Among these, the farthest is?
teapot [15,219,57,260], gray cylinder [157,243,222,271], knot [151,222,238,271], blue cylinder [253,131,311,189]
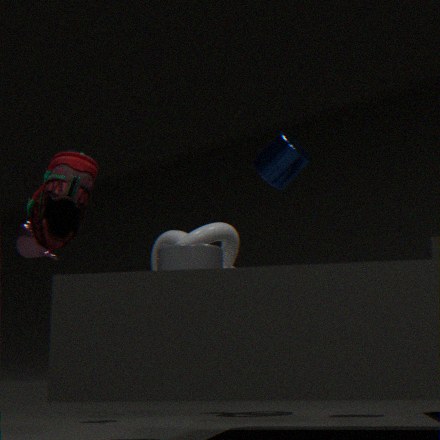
knot [151,222,238,271]
